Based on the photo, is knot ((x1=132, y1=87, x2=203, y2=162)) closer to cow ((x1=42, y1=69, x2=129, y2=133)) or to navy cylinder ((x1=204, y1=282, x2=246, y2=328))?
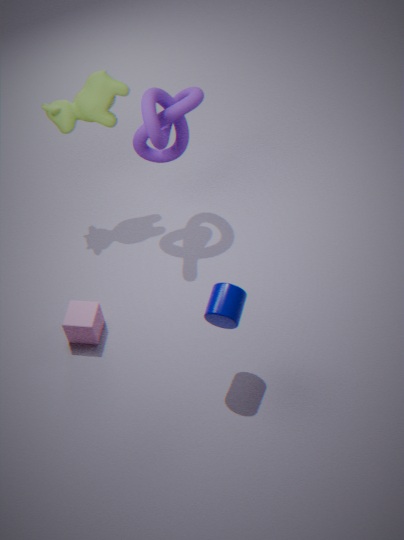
cow ((x1=42, y1=69, x2=129, y2=133))
